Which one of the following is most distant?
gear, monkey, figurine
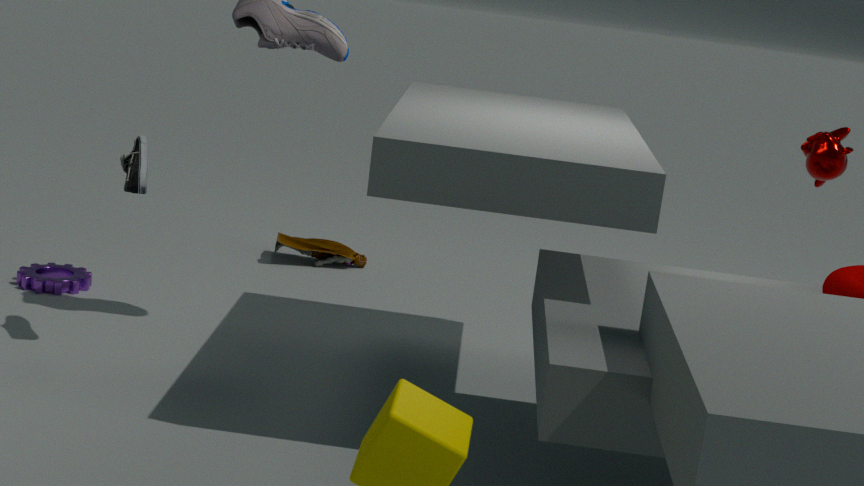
figurine
